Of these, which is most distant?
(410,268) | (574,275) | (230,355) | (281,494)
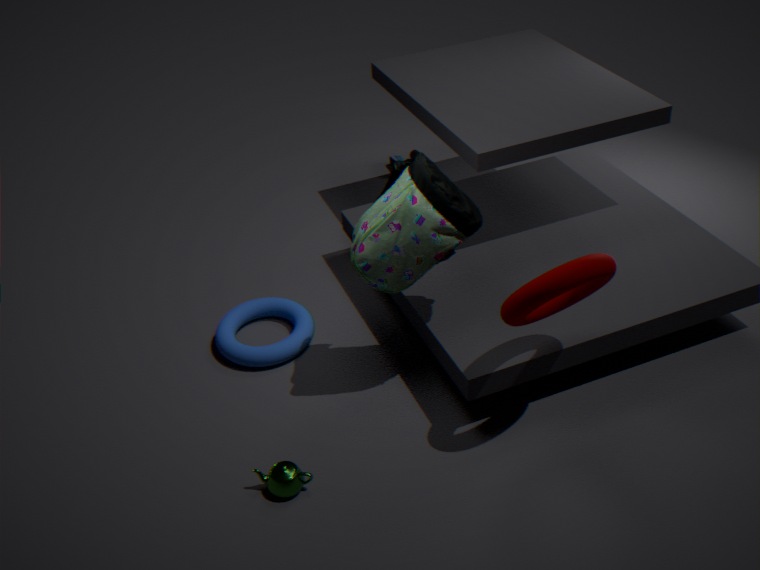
(230,355)
